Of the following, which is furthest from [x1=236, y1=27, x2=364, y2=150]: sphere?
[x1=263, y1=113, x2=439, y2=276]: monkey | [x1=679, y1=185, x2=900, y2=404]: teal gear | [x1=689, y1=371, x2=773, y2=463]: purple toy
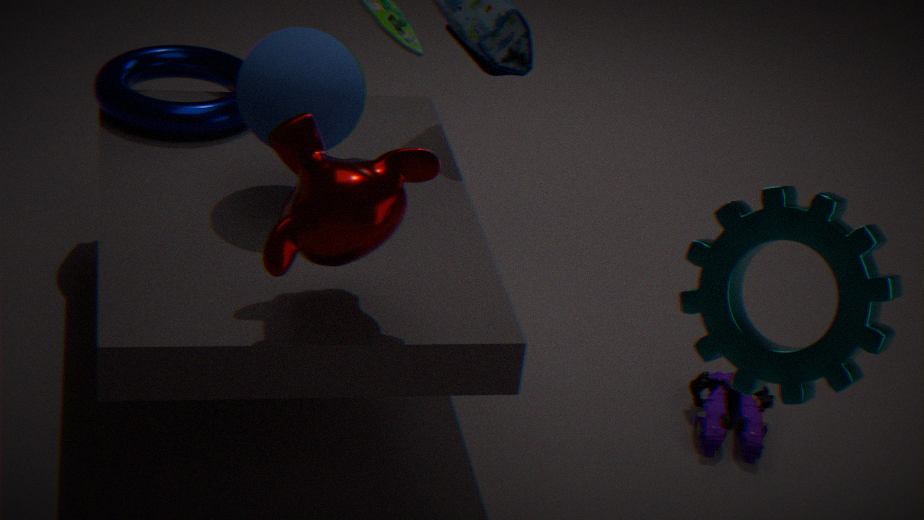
[x1=689, y1=371, x2=773, y2=463]: purple toy
